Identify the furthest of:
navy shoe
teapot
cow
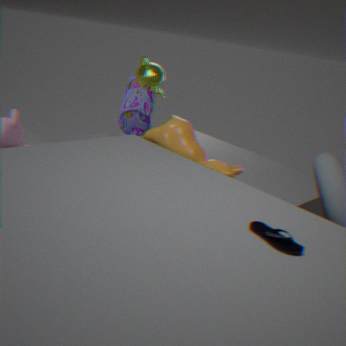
teapot
